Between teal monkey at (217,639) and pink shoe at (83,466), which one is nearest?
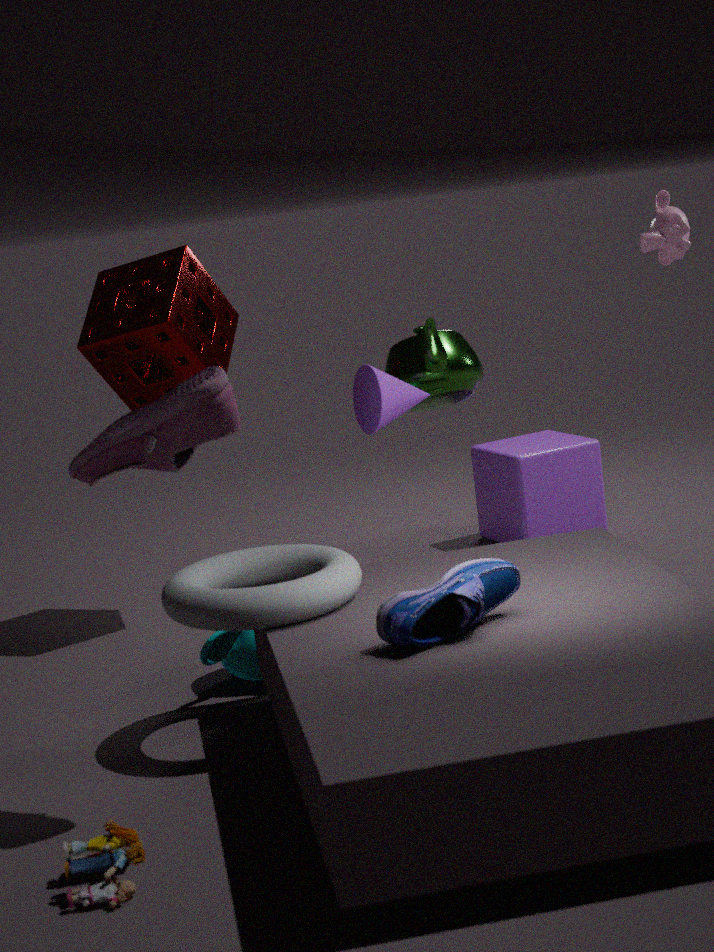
pink shoe at (83,466)
